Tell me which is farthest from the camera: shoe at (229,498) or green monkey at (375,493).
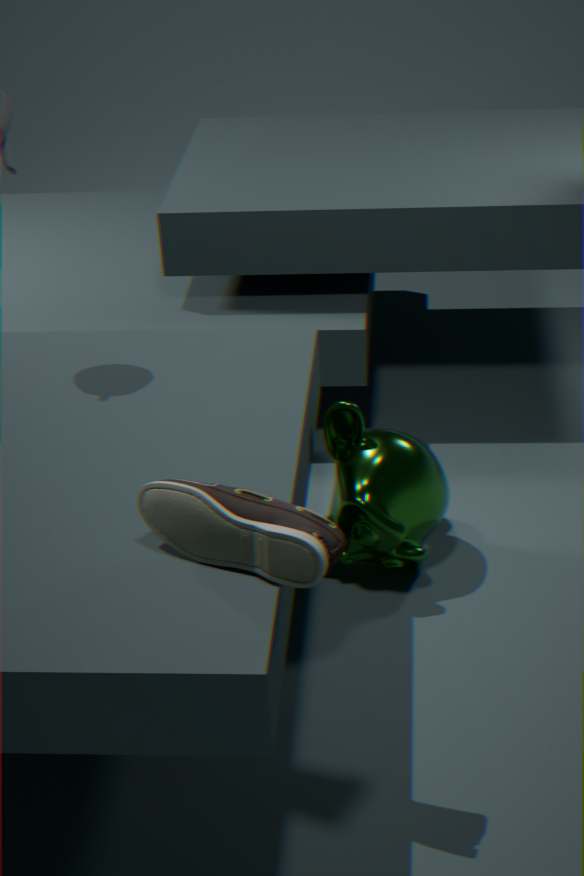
green monkey at (375,493)
